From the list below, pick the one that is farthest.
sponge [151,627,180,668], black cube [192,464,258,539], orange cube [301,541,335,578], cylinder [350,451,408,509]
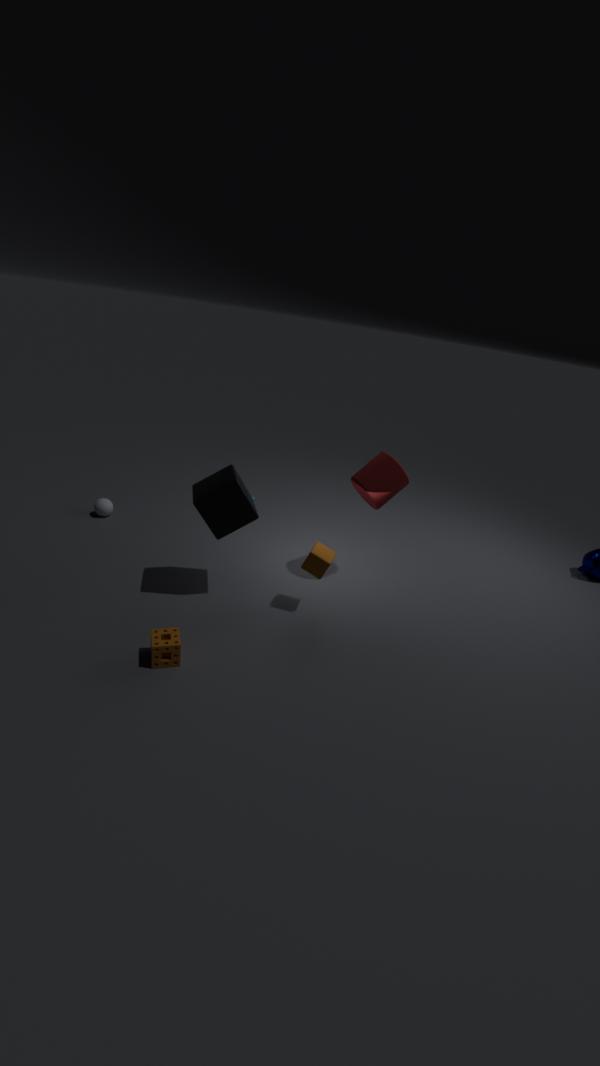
cylinder [350,451,408,509]
